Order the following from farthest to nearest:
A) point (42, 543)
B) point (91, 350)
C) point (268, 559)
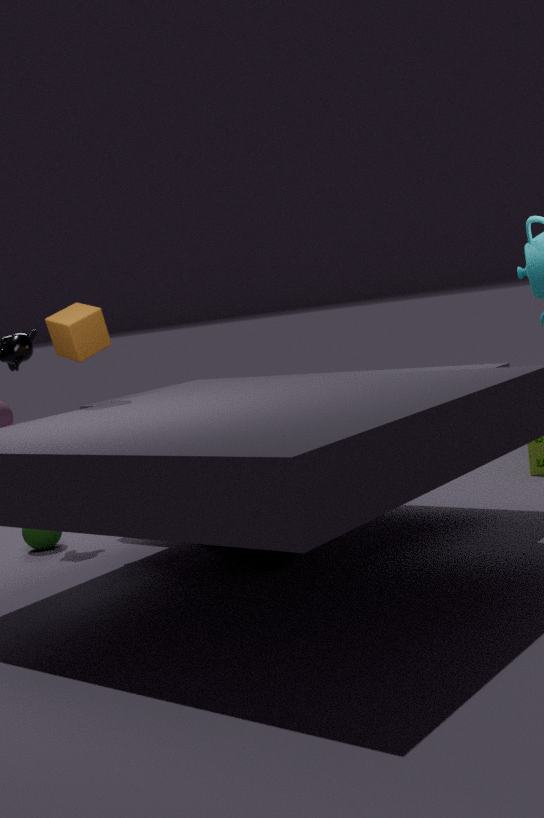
1. point (42, 543)
2. point (91, 350)
3. point (268, 559)
